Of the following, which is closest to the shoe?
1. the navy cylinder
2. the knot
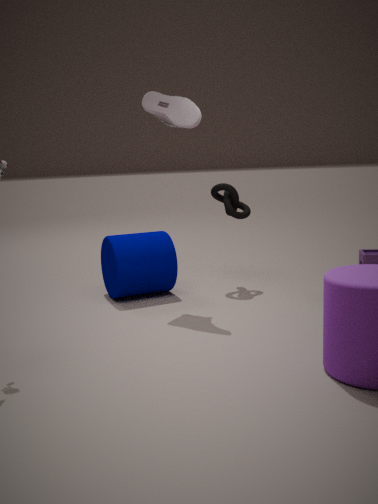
the knot
